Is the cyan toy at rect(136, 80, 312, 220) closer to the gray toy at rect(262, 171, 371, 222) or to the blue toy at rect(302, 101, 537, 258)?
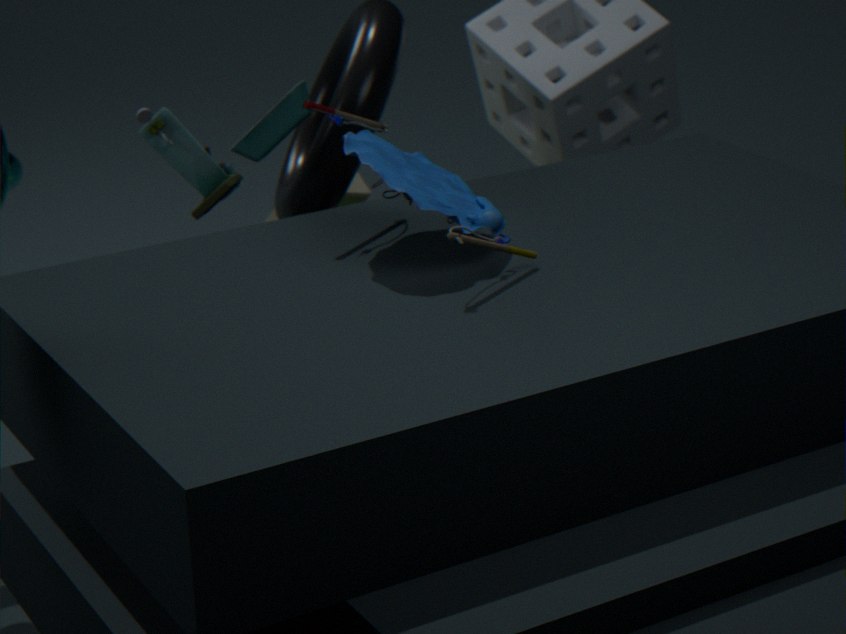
the blue toy at rect(302, 101, 537, 258)
